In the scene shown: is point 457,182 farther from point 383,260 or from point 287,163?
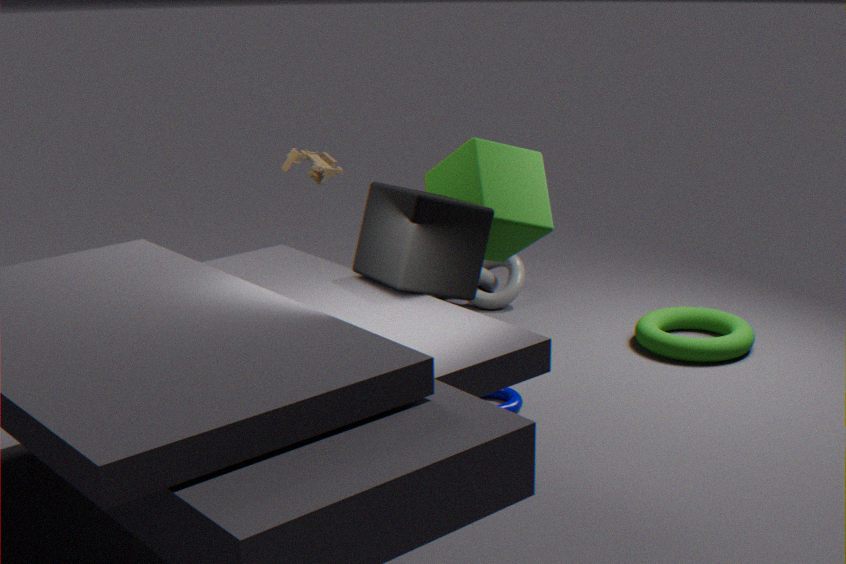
point 287,163
